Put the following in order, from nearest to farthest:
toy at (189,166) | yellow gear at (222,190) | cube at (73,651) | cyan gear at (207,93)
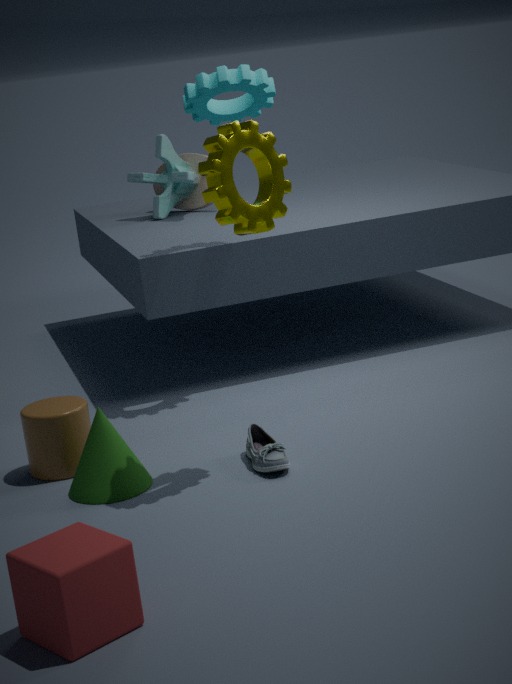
1. cube at (73,651)
2. yellow gear at (222,190)
3. cyan gear at (207,93)
4. toy at (189,166)
